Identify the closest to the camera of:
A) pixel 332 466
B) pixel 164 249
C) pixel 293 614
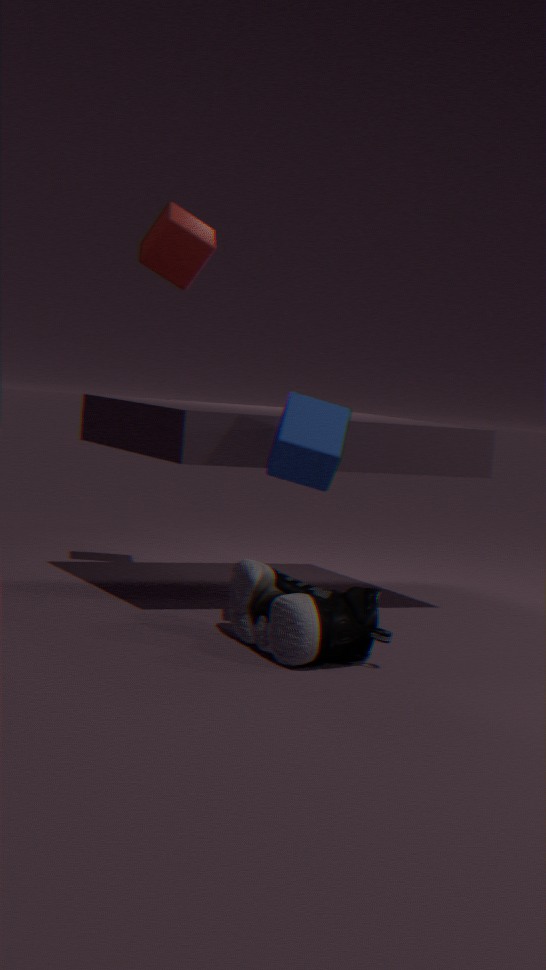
pixel 293 614
